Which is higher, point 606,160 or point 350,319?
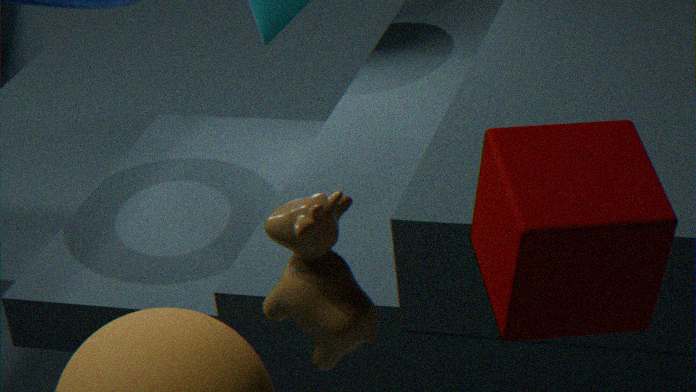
point 606,160
